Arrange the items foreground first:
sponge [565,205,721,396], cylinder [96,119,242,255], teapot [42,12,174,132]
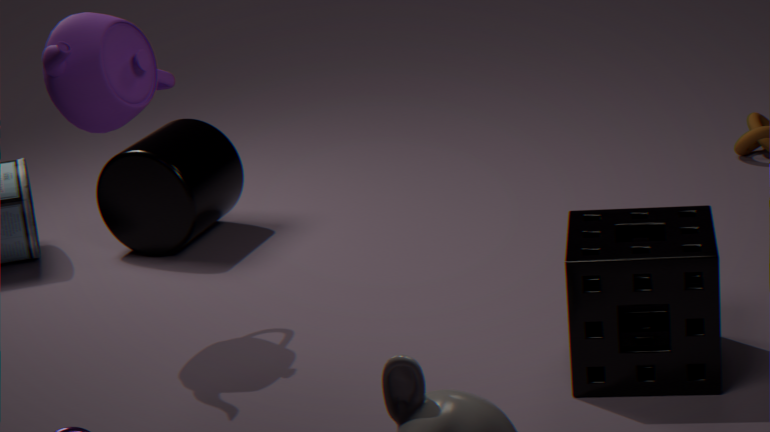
sponge [565,205,721,396] → teapot [42,12,174,132] → cylinder [96,119,242,255]
